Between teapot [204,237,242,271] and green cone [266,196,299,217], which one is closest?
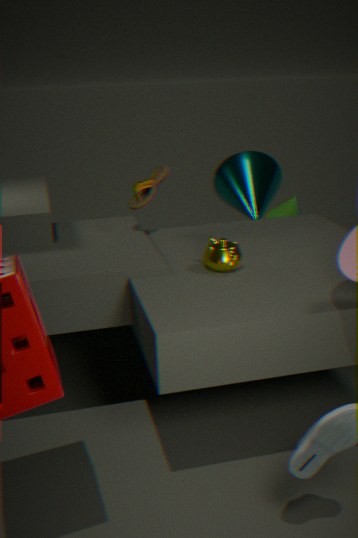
teapot [204,237,242,271]
